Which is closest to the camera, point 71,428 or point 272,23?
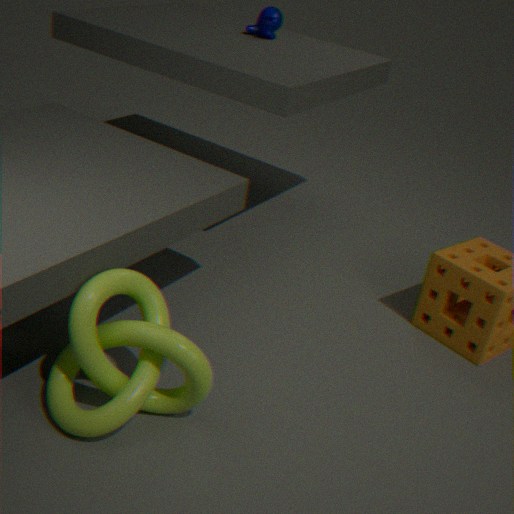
point 71,428
